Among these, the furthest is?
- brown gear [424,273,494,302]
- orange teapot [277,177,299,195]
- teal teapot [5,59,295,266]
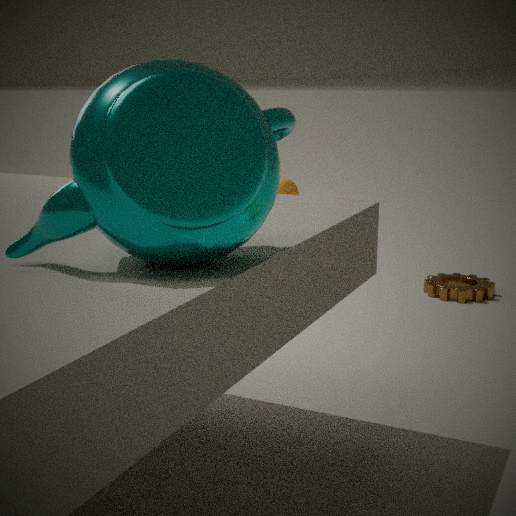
orange teapot [277,177,299,195]
